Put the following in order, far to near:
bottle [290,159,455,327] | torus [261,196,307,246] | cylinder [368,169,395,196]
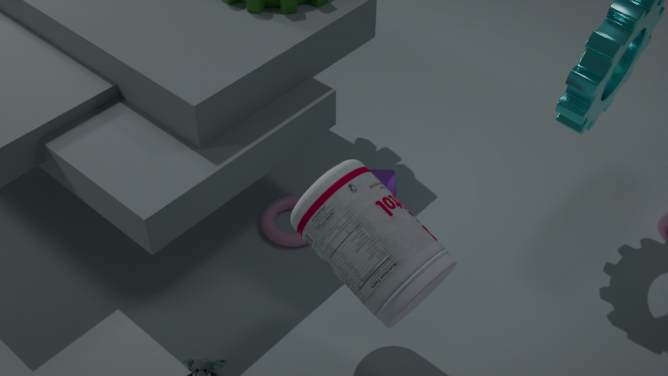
cylinder [368,169,395,196] → torus [261,196,307,246] → bottle [290,159,455,327]
